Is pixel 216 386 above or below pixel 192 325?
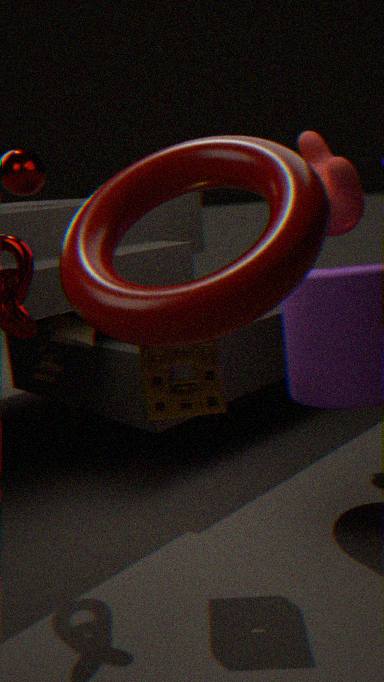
below
